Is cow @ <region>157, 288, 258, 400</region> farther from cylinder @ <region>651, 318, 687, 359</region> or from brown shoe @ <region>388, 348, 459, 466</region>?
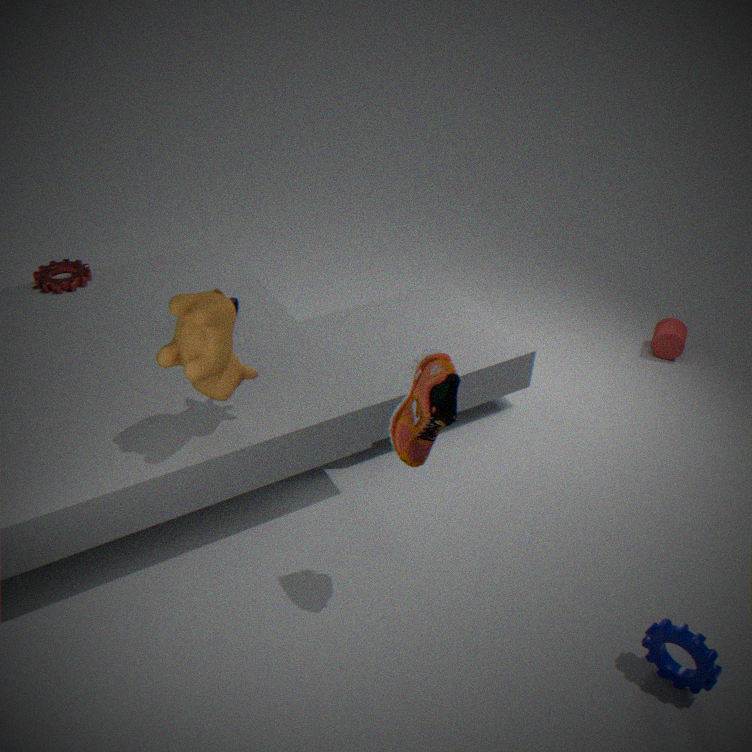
cylinder @ <region>651, 318, 687, 359</region>
